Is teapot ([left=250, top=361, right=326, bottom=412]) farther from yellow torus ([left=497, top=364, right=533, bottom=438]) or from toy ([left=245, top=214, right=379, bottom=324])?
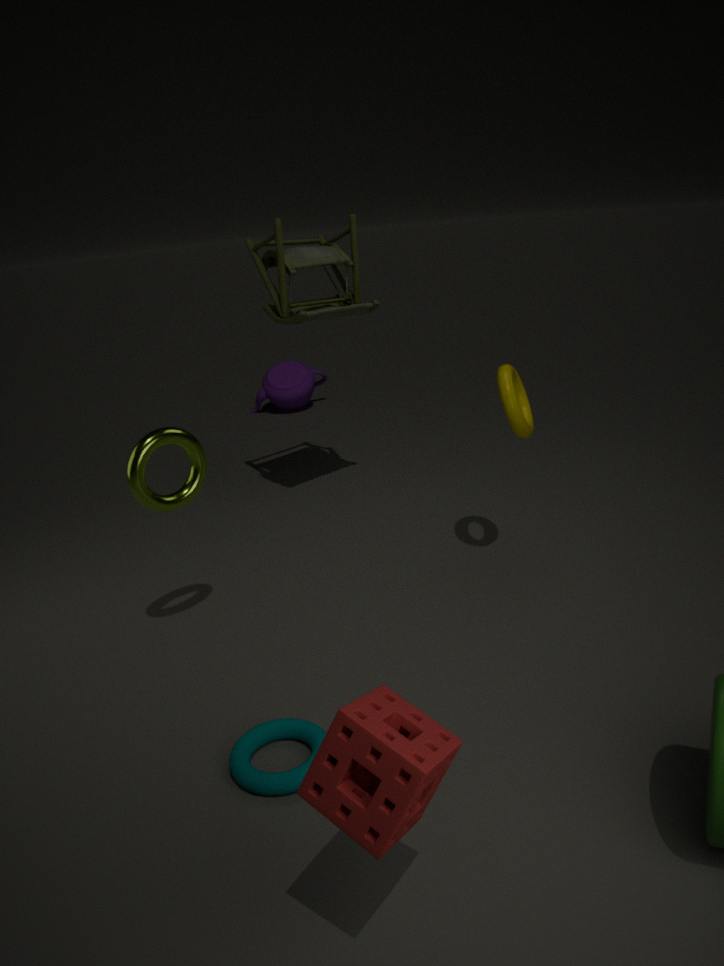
yellow torus ([left=497, top=364, right=533, bottom=438])
